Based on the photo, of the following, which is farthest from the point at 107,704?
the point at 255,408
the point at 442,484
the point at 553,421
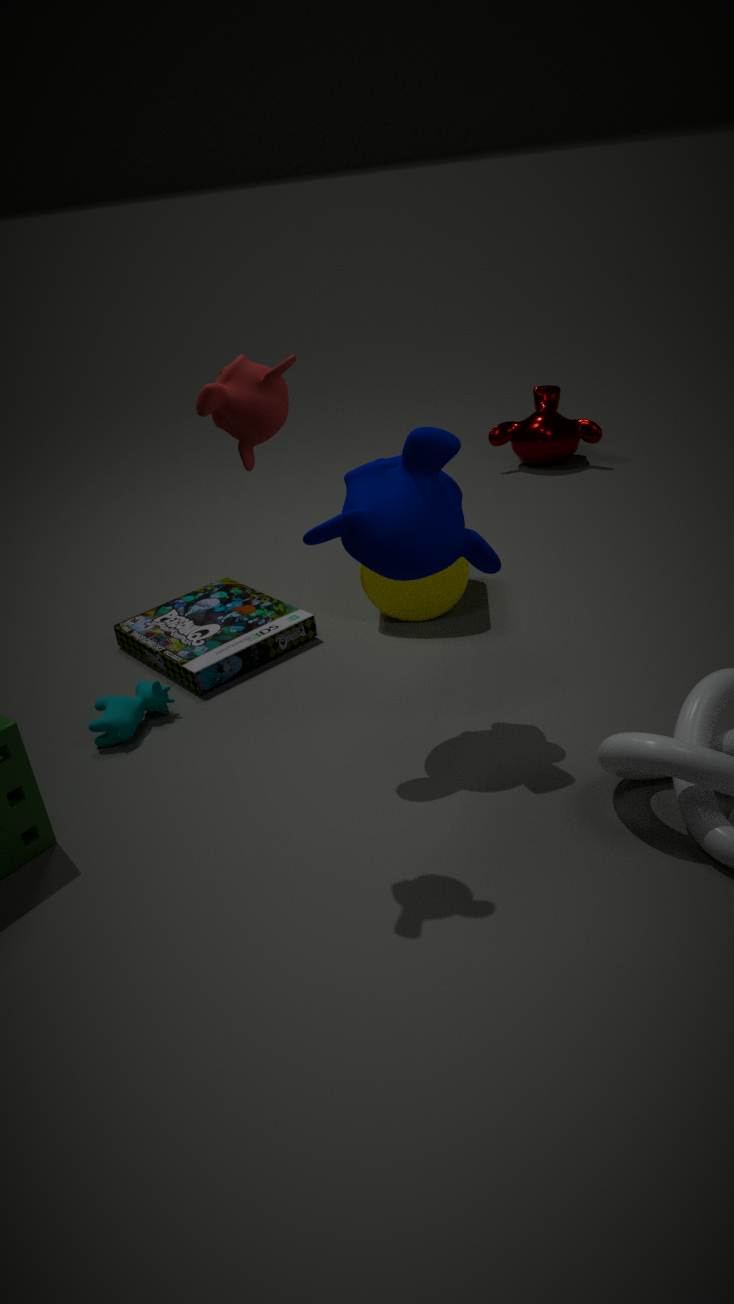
the point at 553,421
